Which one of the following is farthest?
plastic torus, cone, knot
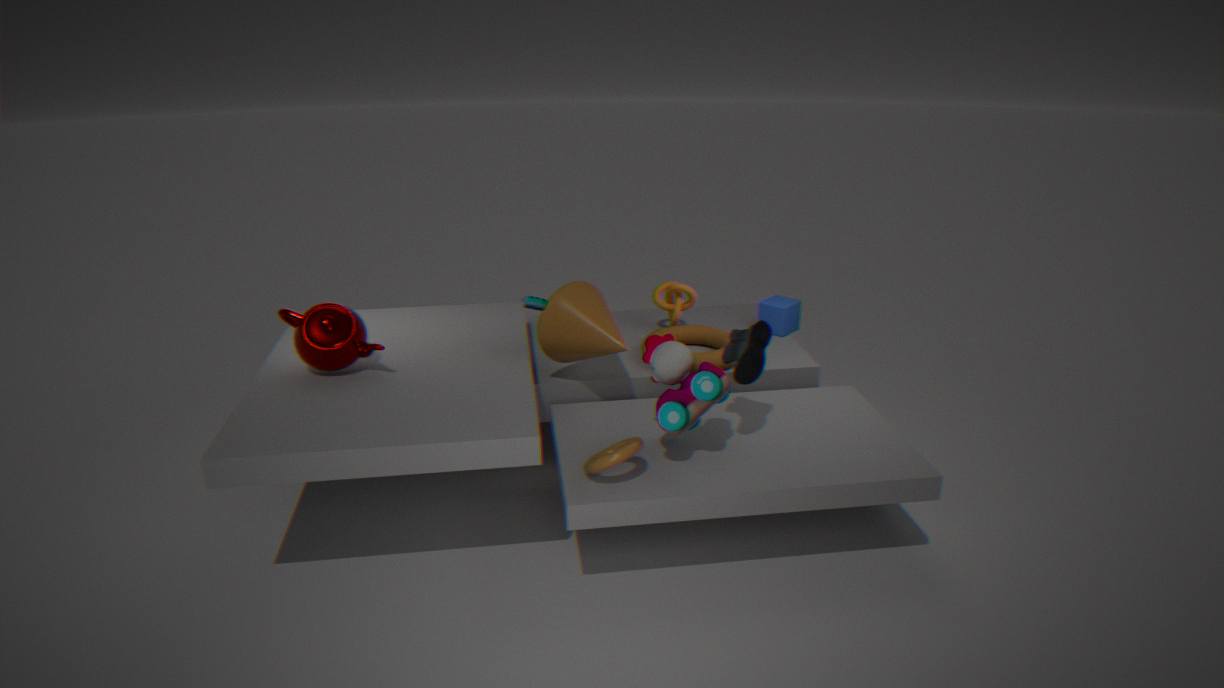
knot
